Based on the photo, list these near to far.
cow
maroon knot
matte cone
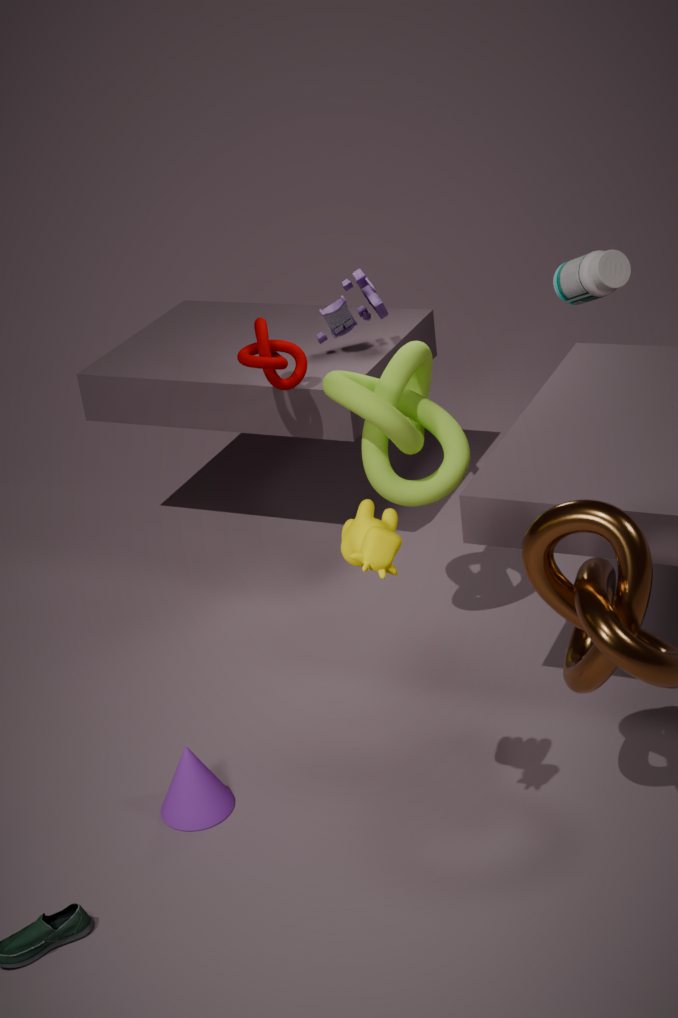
cow → matte cone → maroon knot
